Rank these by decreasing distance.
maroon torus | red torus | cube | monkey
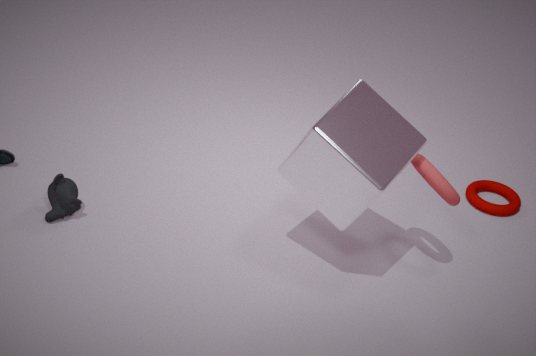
maroon torus, monkey, red torus, cube
